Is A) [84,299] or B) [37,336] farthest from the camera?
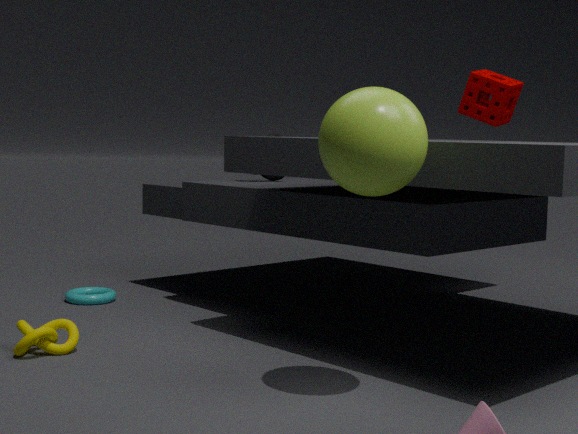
A. [84,299]
